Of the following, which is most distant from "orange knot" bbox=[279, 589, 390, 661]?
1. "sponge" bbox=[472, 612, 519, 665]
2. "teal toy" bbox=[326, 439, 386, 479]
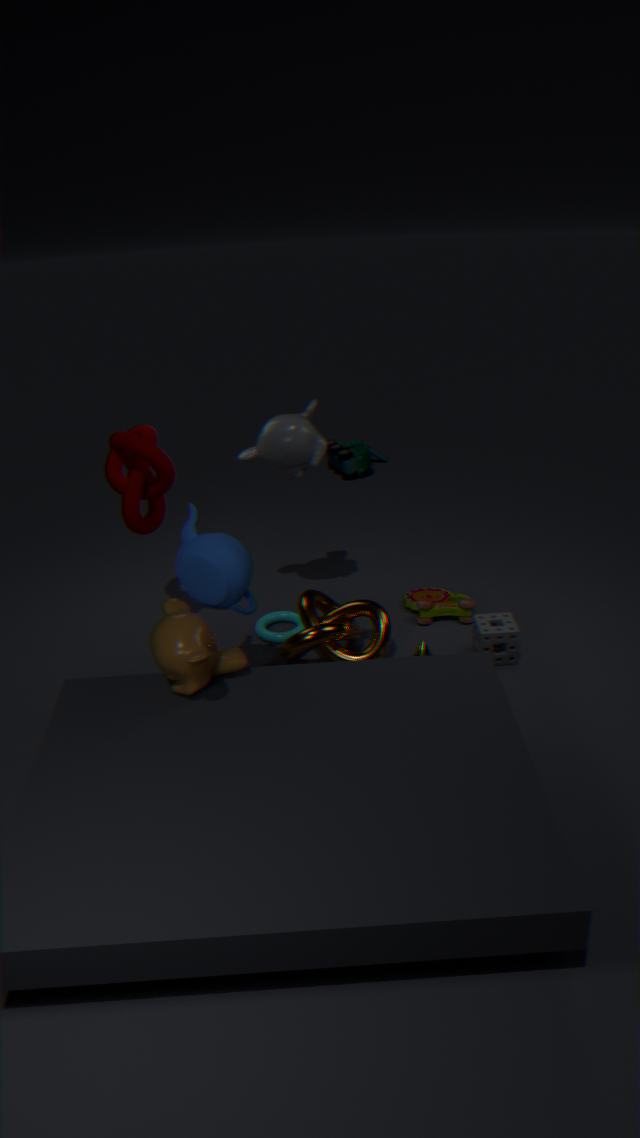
"teal toy" bbox=[326, 439, 386, 479]
